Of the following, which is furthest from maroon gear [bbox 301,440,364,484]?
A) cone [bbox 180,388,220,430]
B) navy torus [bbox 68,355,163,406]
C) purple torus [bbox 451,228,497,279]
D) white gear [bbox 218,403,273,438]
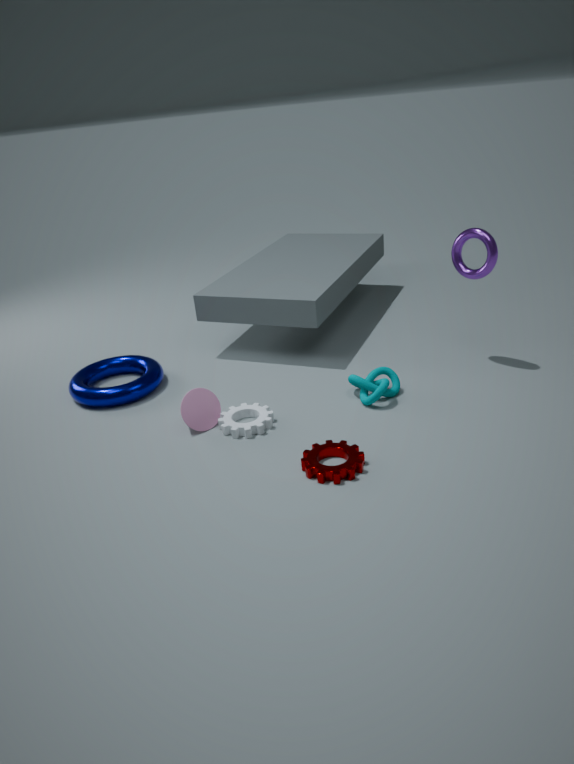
purple torus [bbox 451,228,497,279]
